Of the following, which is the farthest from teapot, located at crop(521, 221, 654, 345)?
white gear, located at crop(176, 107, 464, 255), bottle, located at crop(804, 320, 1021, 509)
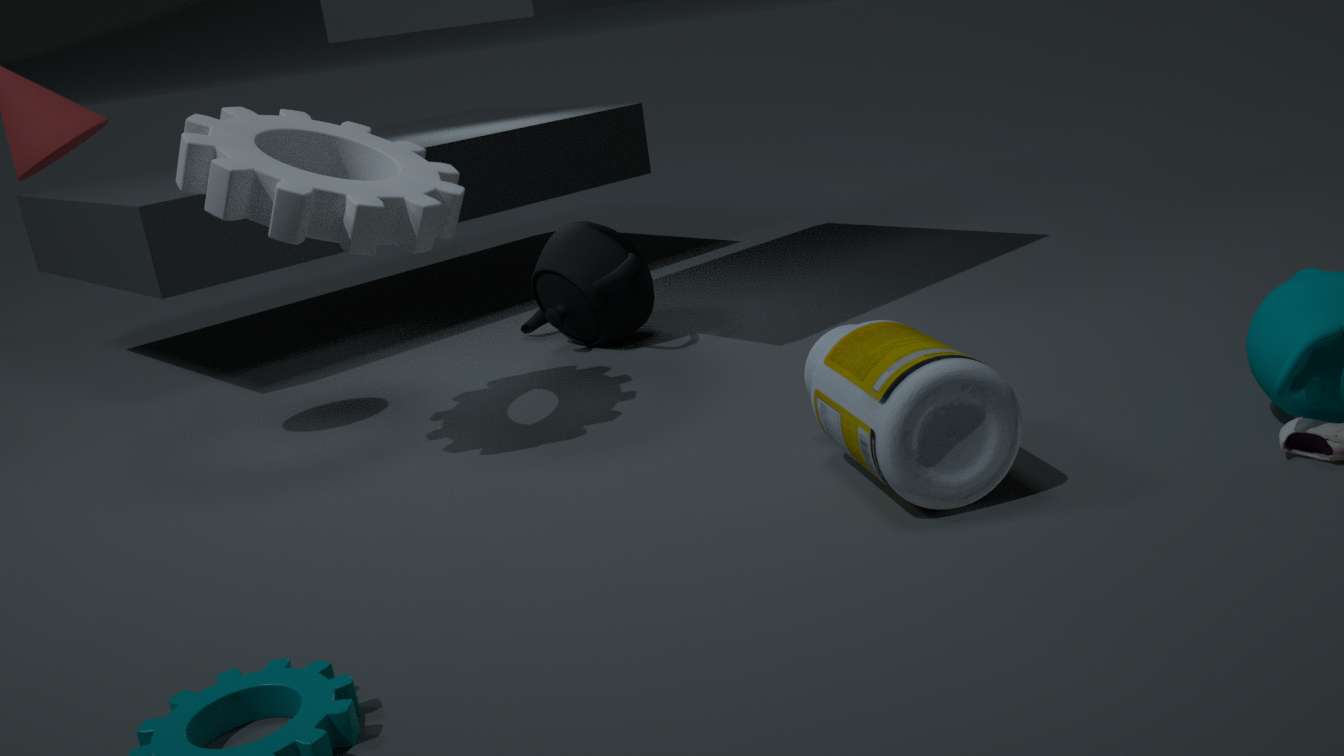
bottle, located at crop(804, 320, 1021, 509)
